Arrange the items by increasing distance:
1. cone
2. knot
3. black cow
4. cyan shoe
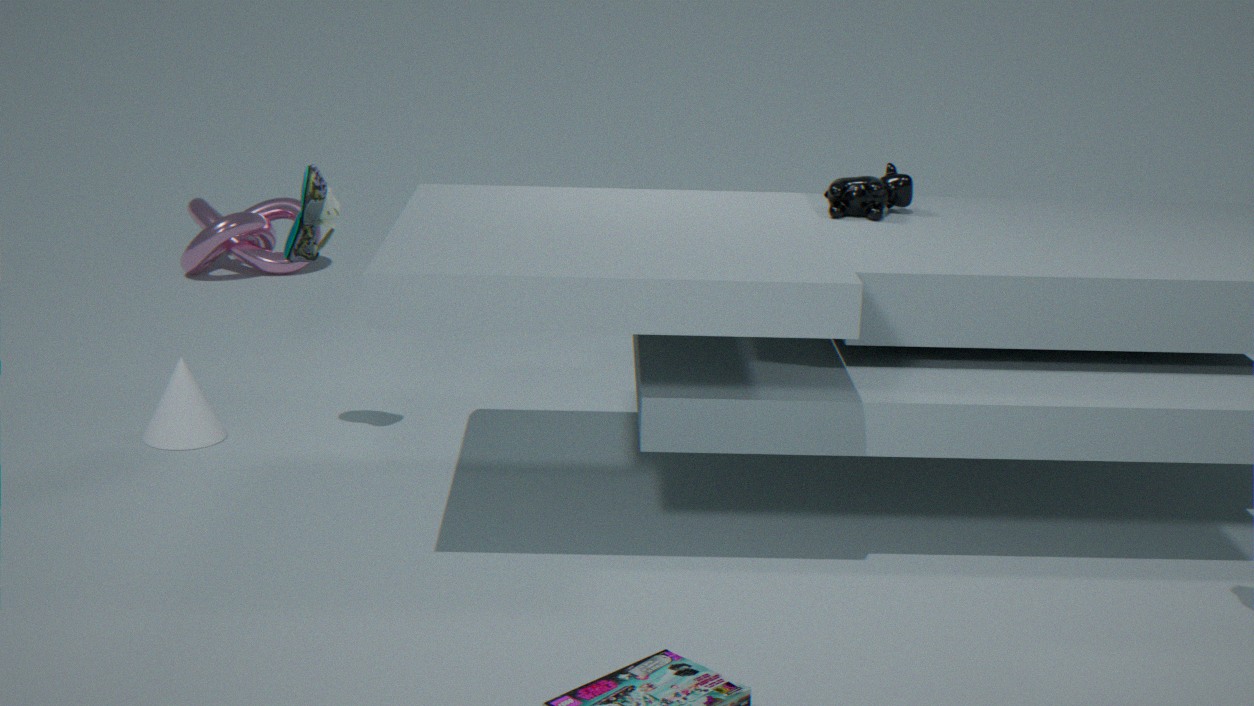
cyan shoe < black cow < cone < knot
